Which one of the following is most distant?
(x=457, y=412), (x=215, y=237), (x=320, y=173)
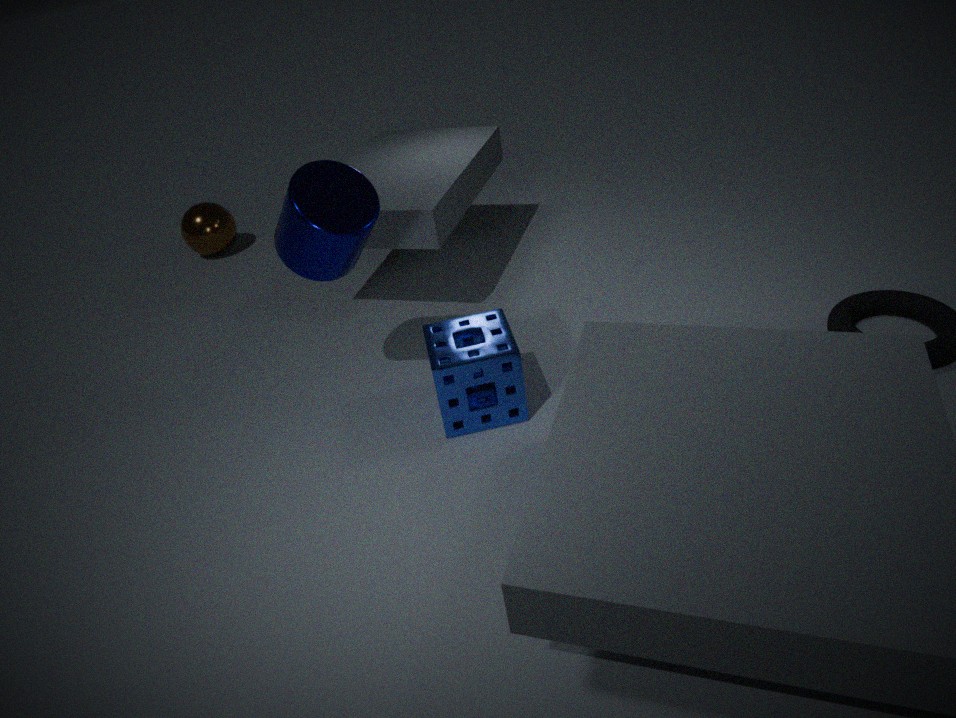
(x=215, y=237)
